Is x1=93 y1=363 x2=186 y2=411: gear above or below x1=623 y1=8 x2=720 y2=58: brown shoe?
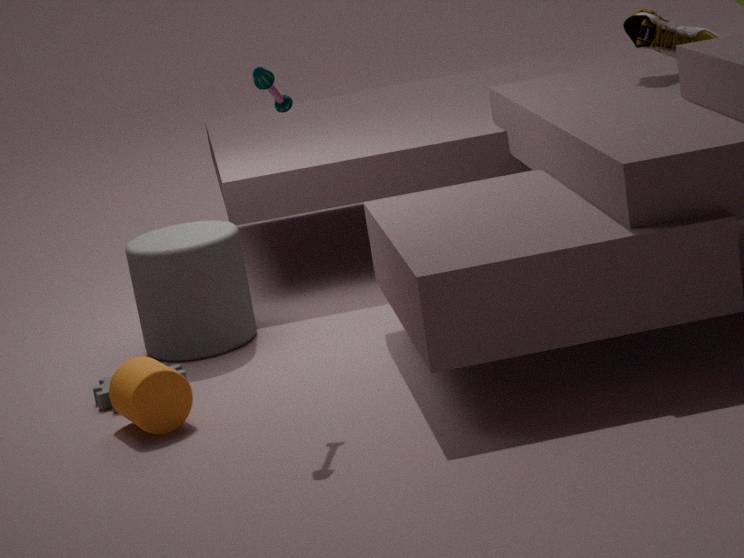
below
